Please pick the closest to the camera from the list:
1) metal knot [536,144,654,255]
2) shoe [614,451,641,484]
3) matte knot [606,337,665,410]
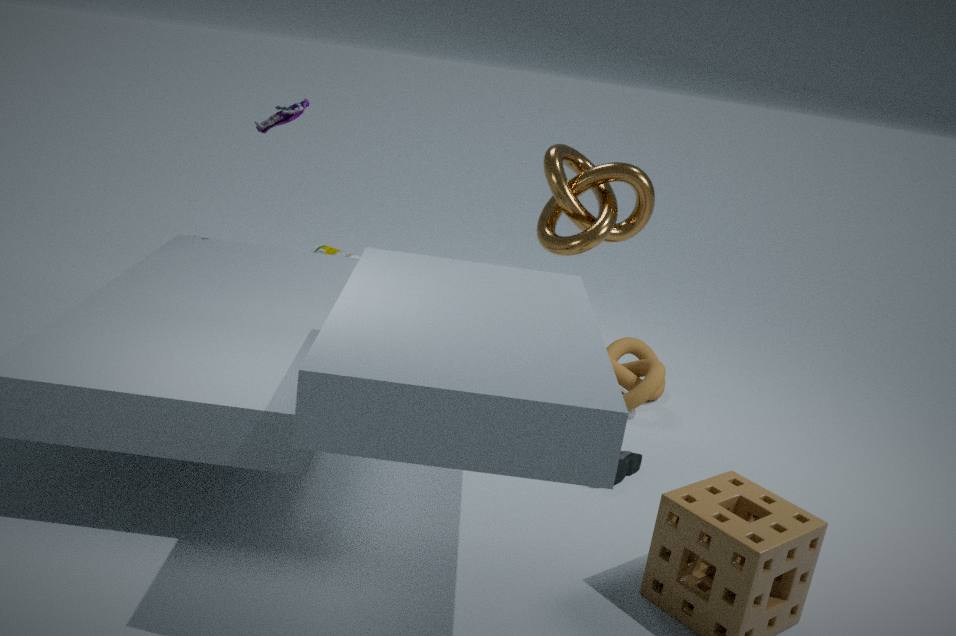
2. shoe [614,451,641,484]
